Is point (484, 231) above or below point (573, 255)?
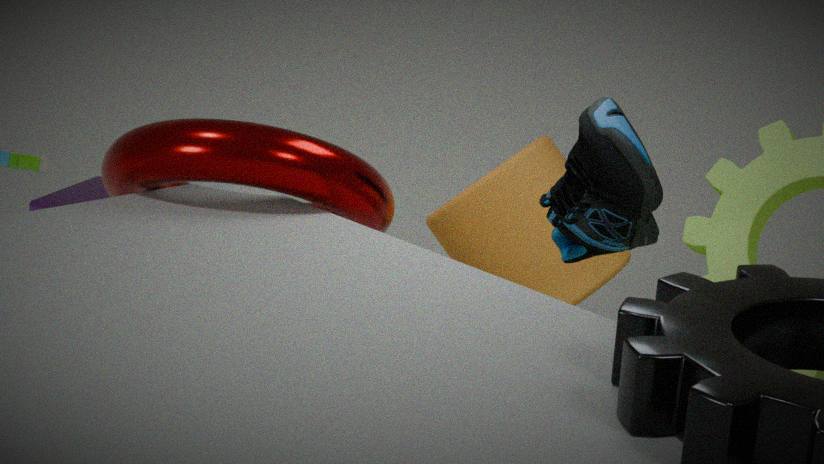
below
